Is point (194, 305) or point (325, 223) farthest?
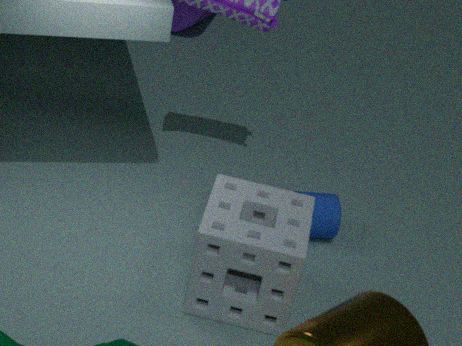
point (325, 223)
